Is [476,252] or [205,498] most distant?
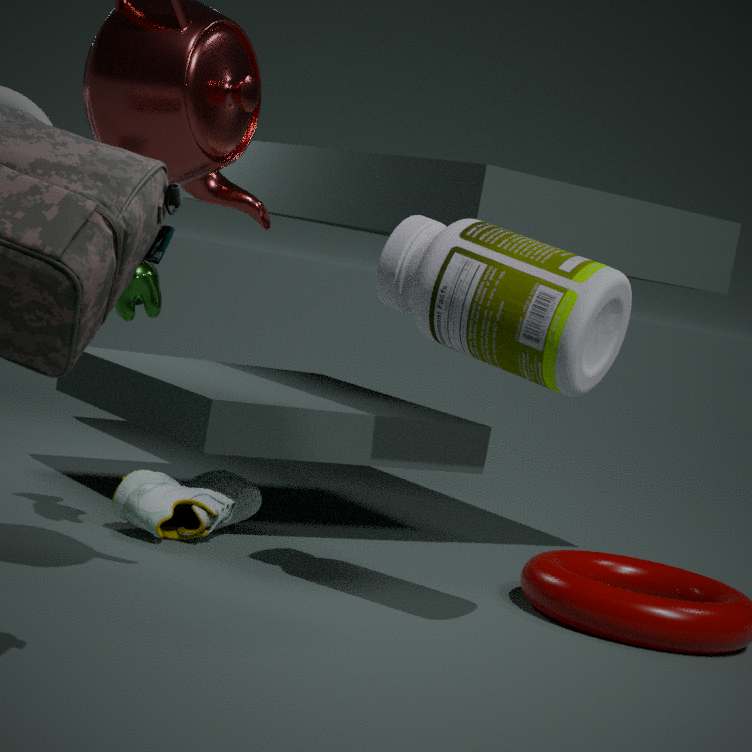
[205,498]
